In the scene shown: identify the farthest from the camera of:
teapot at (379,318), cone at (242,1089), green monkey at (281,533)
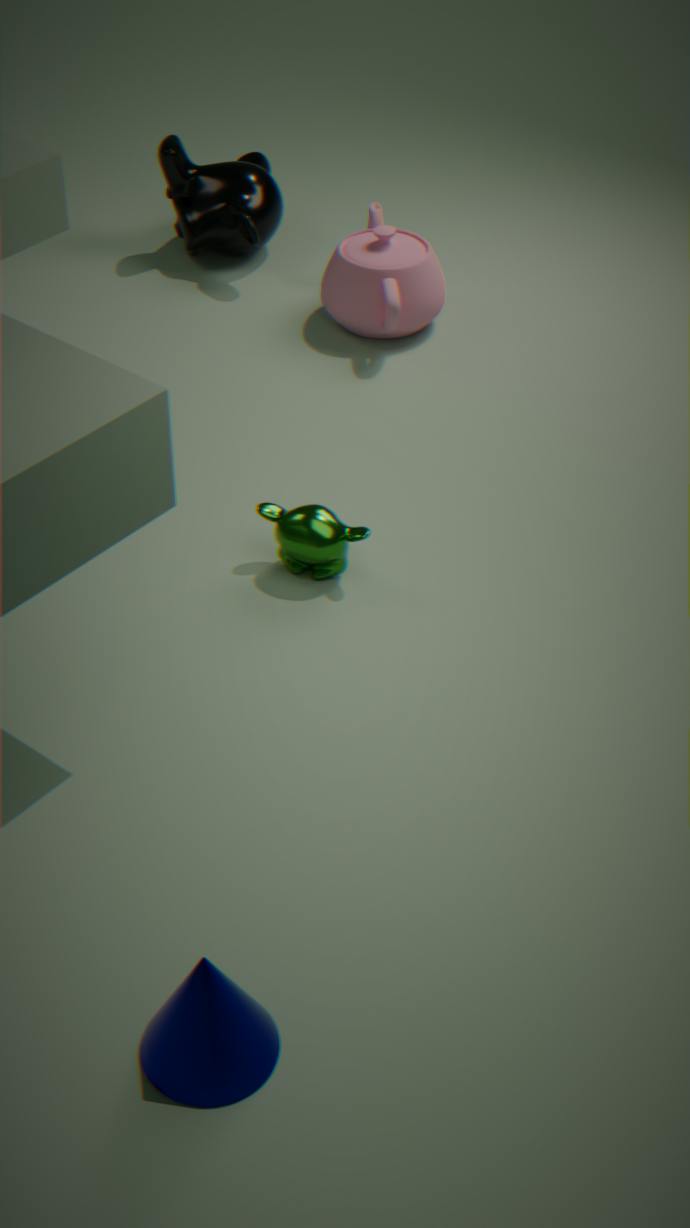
teapot at (379,318)
